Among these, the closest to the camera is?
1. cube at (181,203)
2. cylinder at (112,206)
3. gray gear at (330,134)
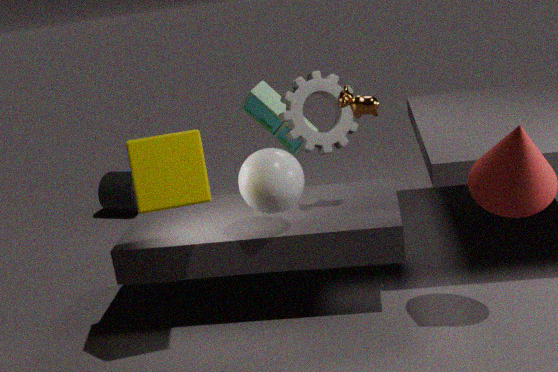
cube at (181,203)
